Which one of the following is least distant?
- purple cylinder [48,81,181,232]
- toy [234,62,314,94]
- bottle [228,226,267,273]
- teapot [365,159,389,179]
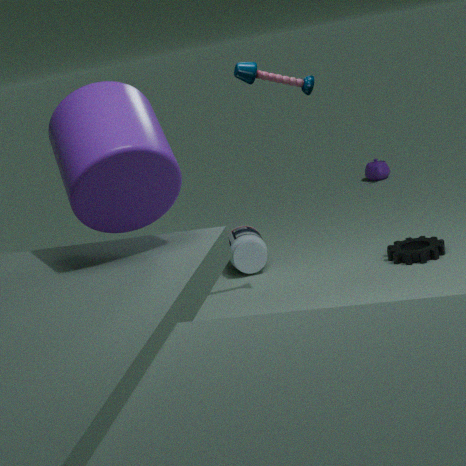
purple cylinder [48,81,181,232]
